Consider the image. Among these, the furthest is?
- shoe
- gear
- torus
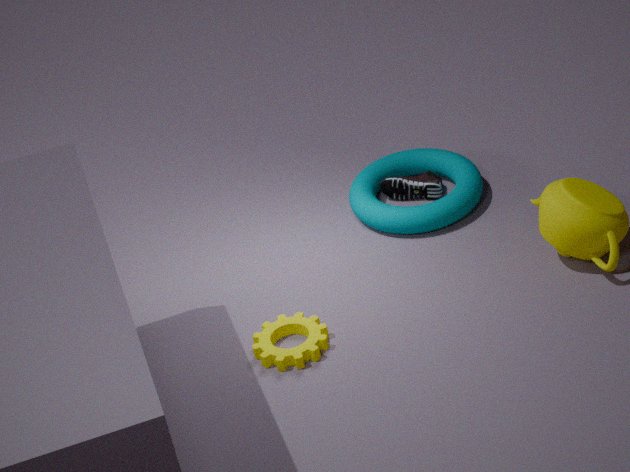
shoe
